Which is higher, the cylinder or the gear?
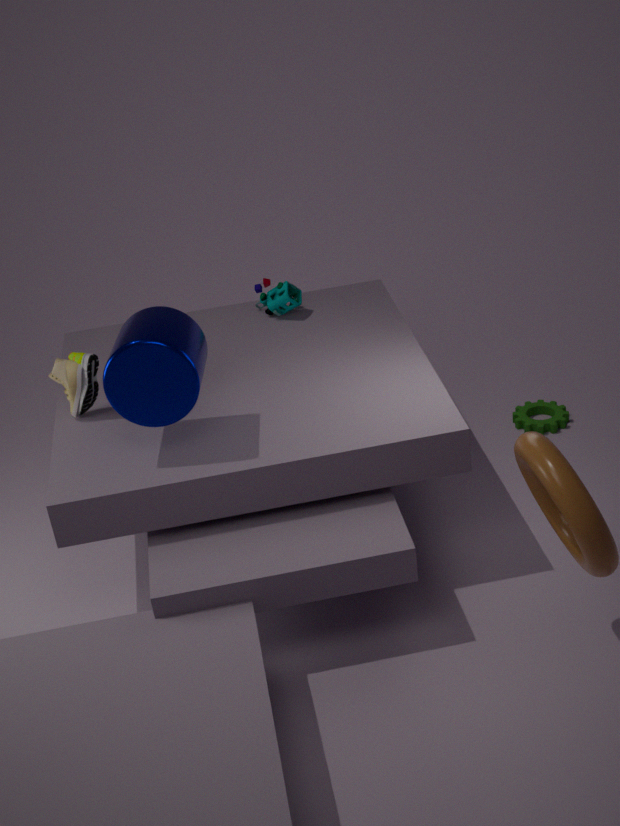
the cylinder
